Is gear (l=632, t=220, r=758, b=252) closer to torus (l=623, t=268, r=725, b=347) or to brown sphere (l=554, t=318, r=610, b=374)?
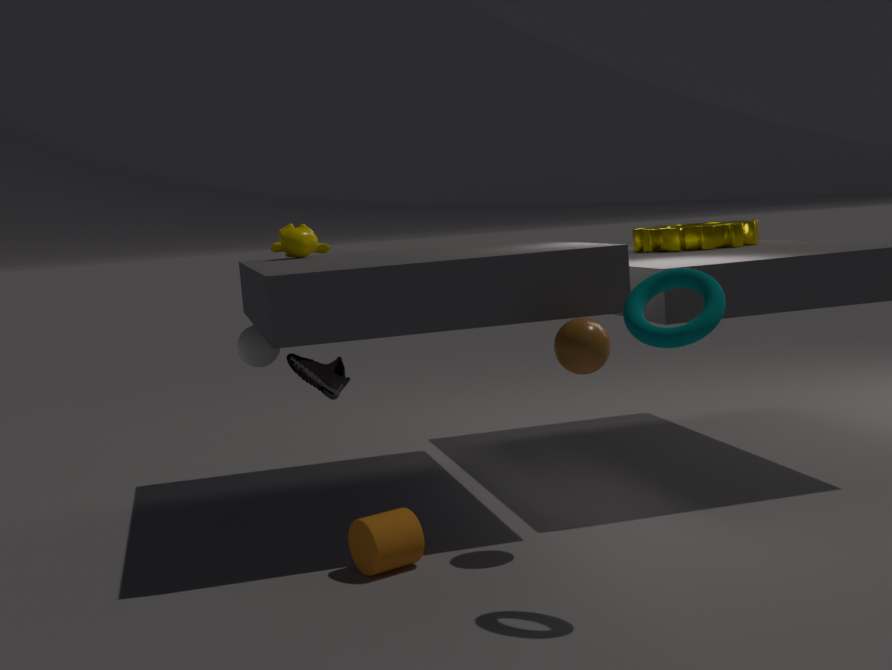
brown sphere (l=554, t=318, r=610, b=374)
